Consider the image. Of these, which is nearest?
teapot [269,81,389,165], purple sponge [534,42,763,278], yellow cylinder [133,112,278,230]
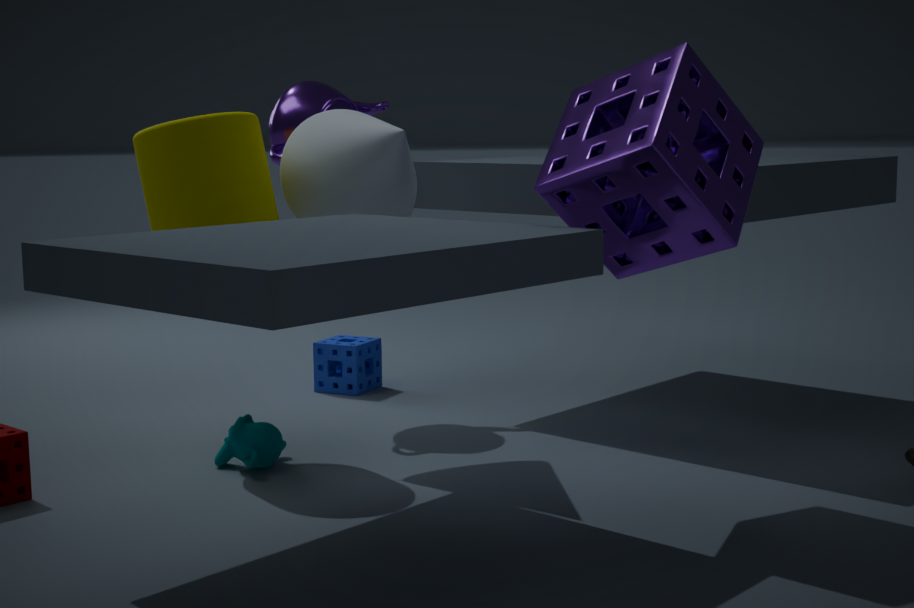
purple sponge [534,42,763,278]
